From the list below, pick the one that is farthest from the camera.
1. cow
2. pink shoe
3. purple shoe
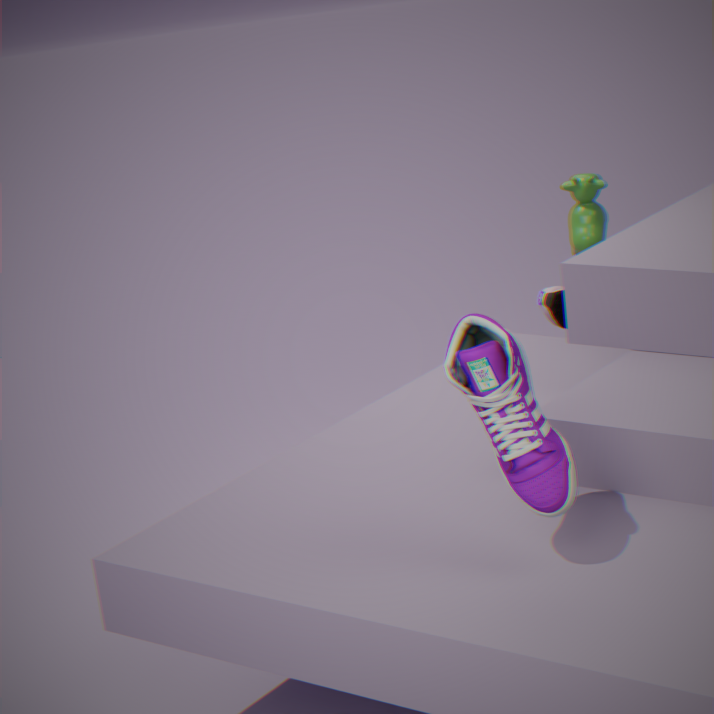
pink shoe
